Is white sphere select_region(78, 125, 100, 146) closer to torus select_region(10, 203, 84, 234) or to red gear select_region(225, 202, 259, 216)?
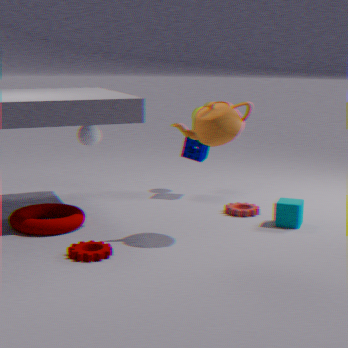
torus select_region(10, 203, 84, 234)
